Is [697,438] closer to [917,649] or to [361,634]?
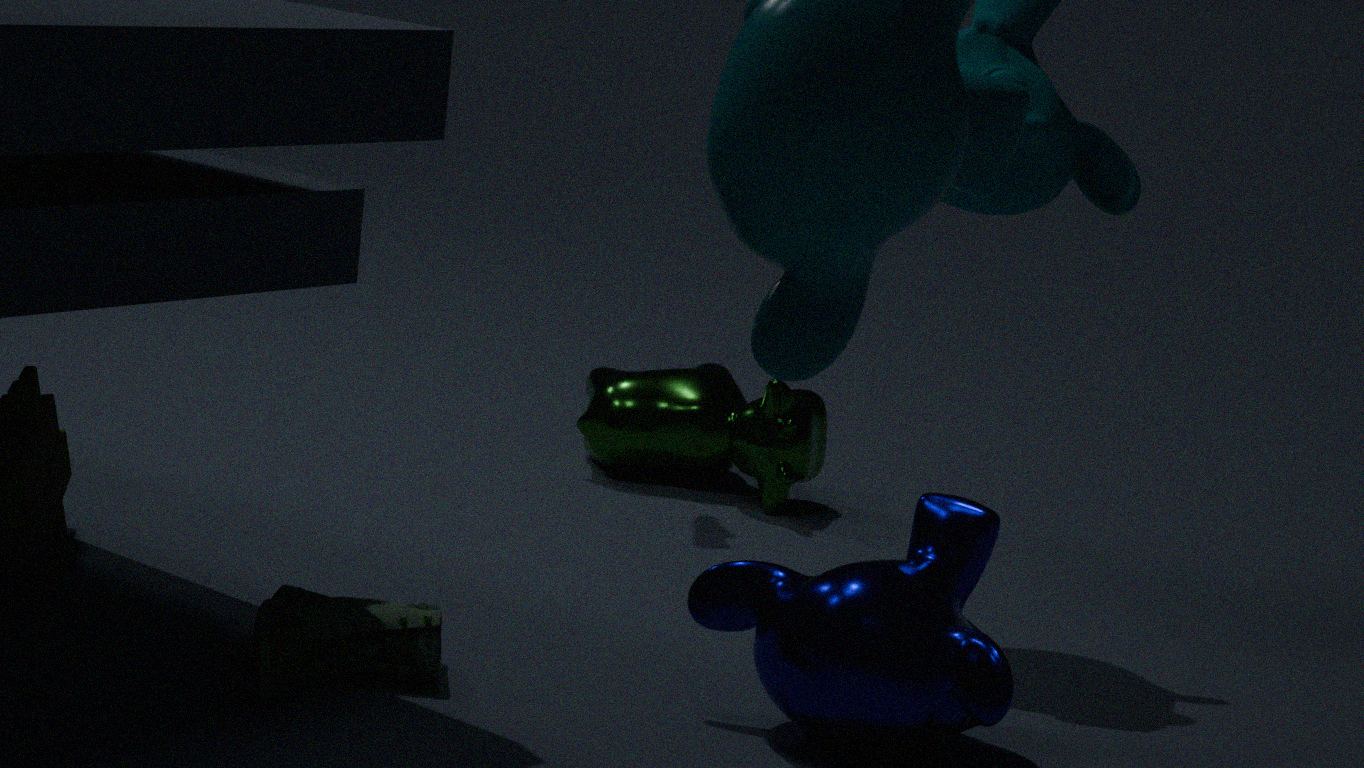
[917,649]
